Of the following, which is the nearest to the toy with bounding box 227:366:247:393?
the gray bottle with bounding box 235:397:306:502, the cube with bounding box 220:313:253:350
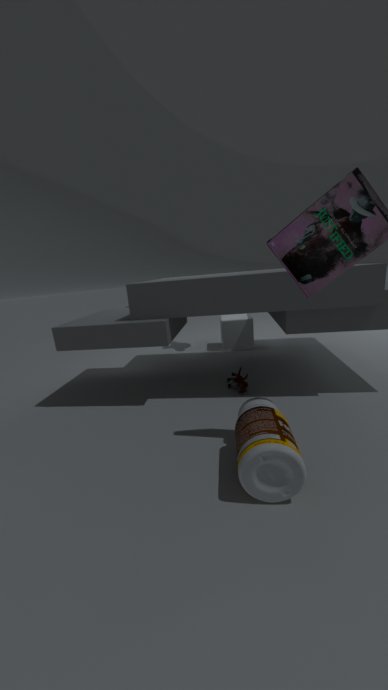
the gray bottle with bounding box 235:397:306:502
